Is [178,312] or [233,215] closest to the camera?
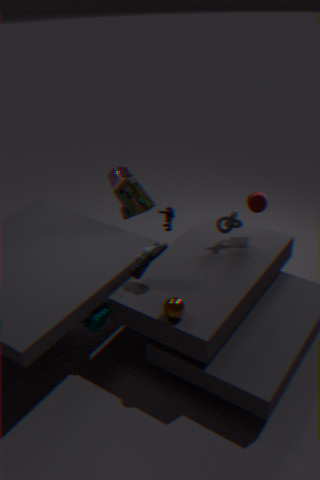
[178,312]
